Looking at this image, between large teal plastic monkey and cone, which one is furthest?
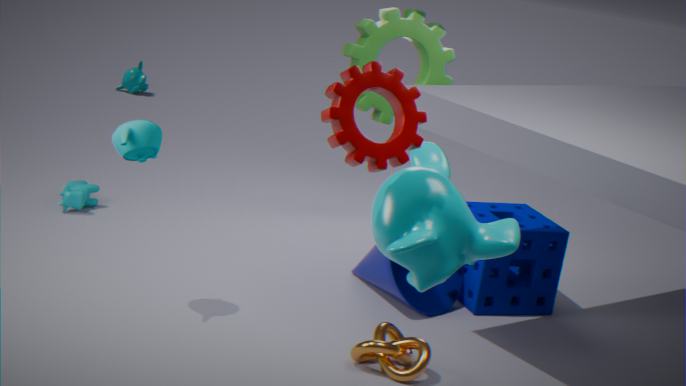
cone
